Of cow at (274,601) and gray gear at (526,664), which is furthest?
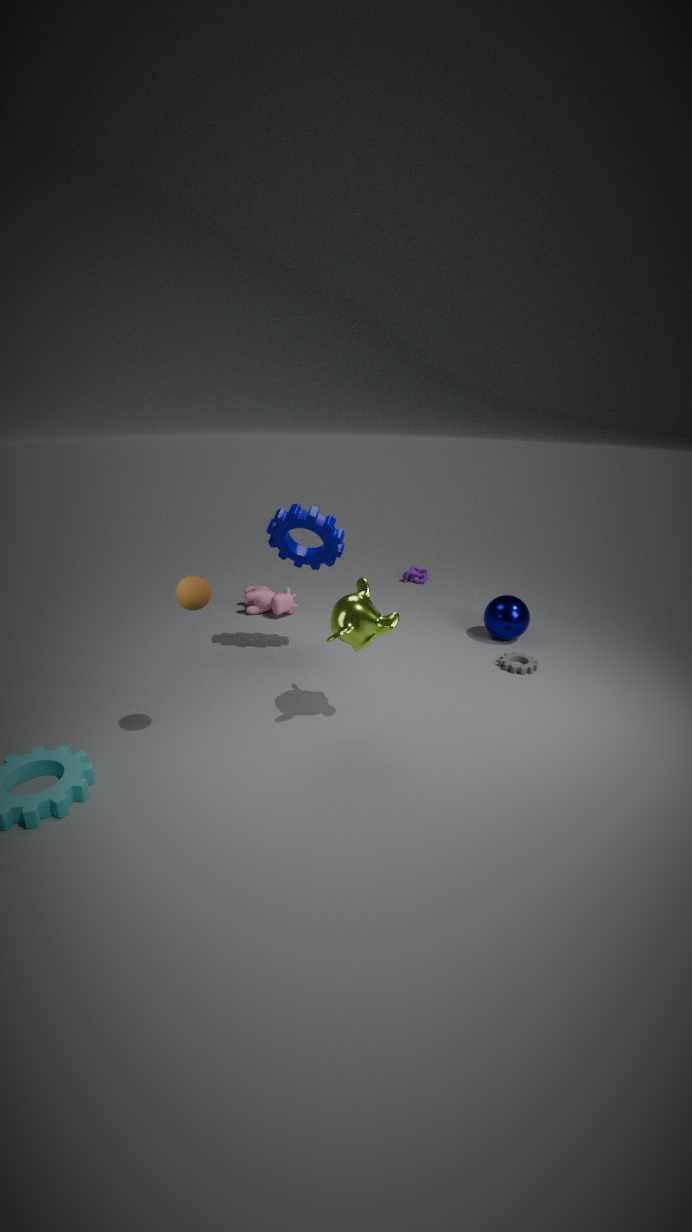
cow at (274,601)
